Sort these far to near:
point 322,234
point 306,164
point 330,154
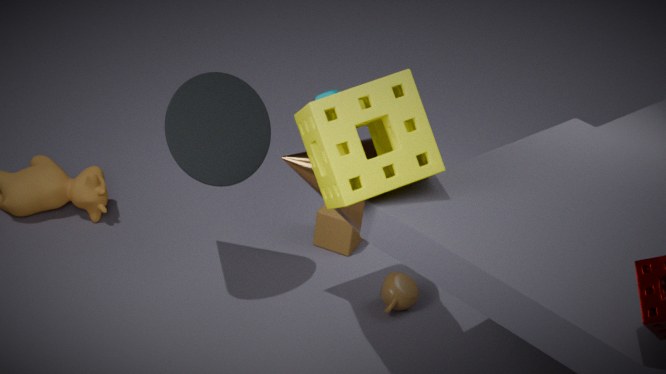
point 322,234 → point 306,164 → point 330,154
